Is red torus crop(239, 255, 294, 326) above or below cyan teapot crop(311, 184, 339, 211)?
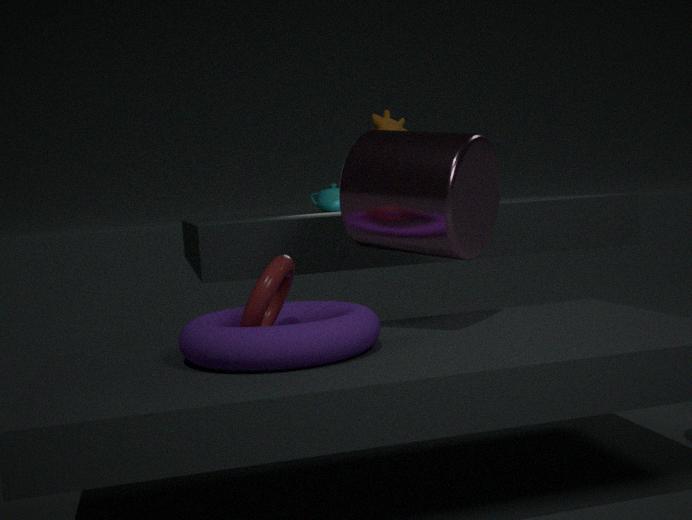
below
